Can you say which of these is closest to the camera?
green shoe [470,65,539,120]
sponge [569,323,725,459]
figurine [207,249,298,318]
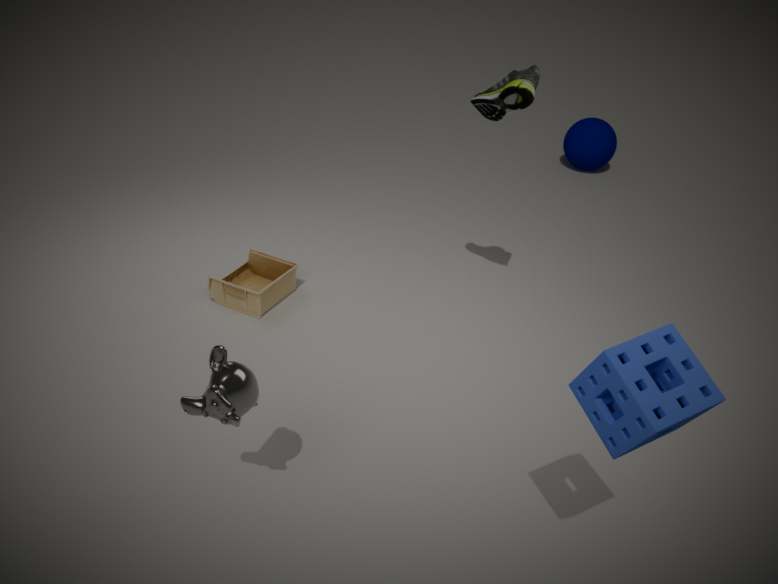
sponge [569,323,725,459]
